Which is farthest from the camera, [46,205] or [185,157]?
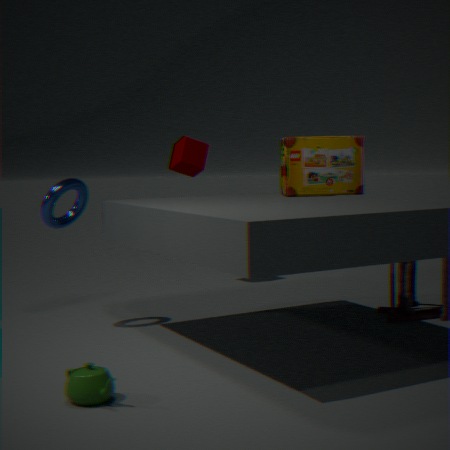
[185,157]
